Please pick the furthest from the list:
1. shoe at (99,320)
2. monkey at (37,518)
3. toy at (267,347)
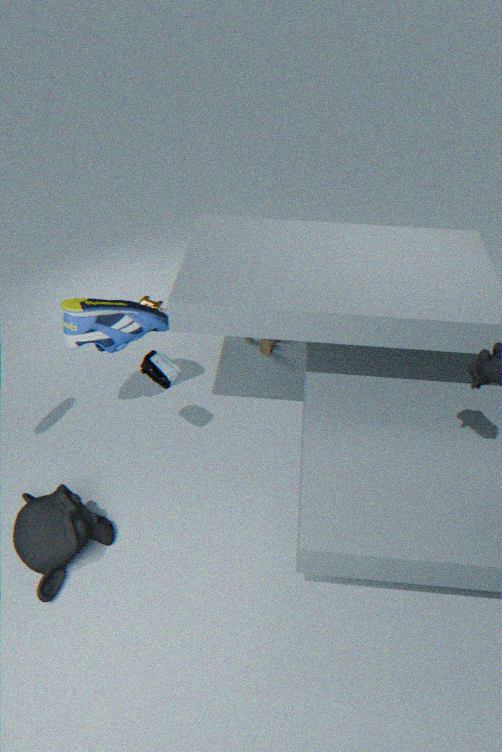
toy at (267,347)
